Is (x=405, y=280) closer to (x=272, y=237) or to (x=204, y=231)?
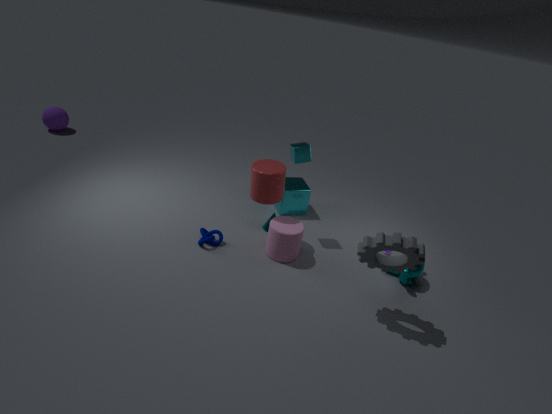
(x=272, y=237)
